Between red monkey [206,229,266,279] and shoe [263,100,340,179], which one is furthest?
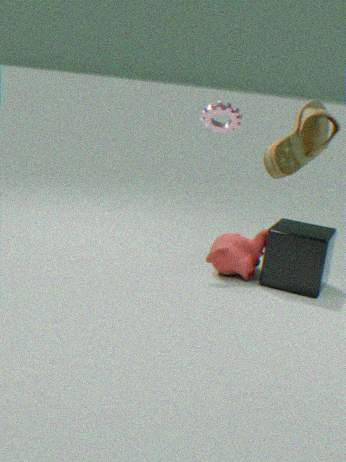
red monkey [206,229,266,279]
